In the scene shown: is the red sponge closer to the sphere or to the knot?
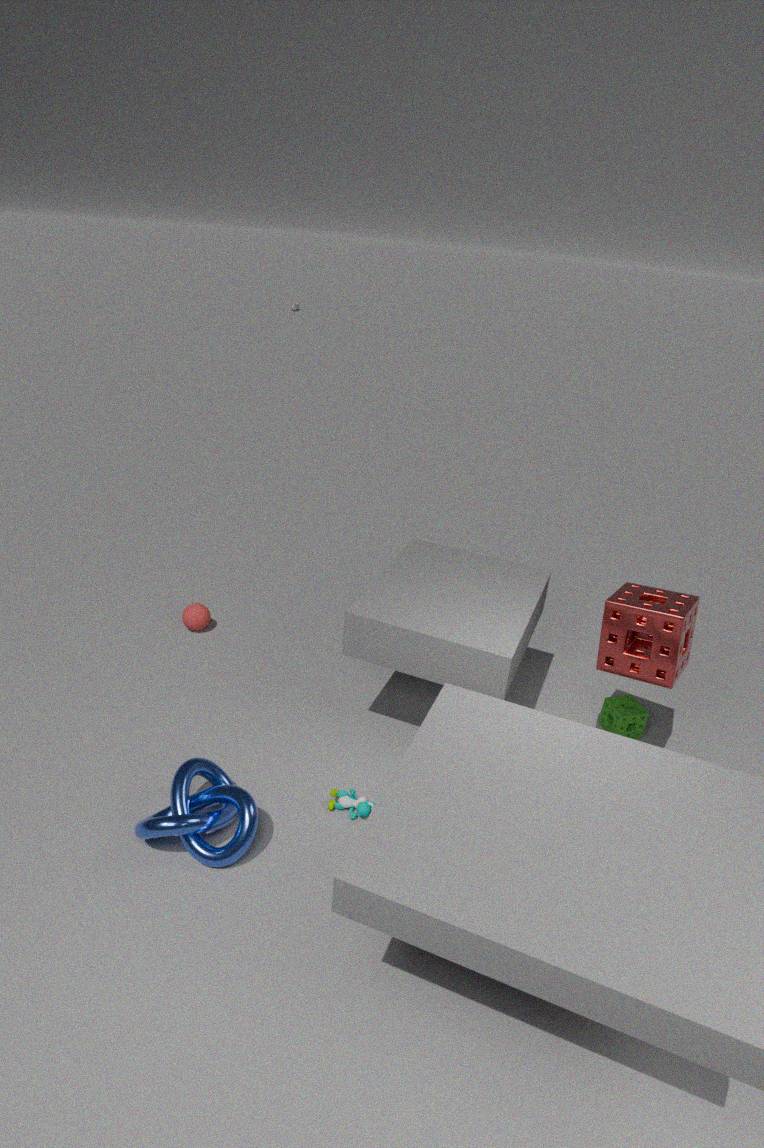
the knot
